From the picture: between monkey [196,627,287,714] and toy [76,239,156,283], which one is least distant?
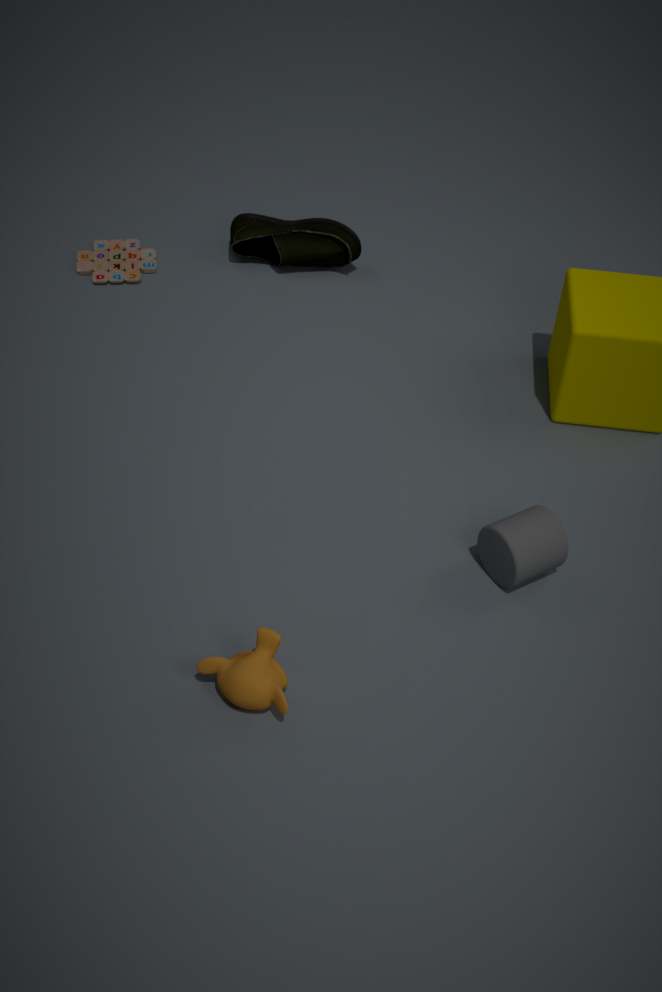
monkey [196,627,287,714]
